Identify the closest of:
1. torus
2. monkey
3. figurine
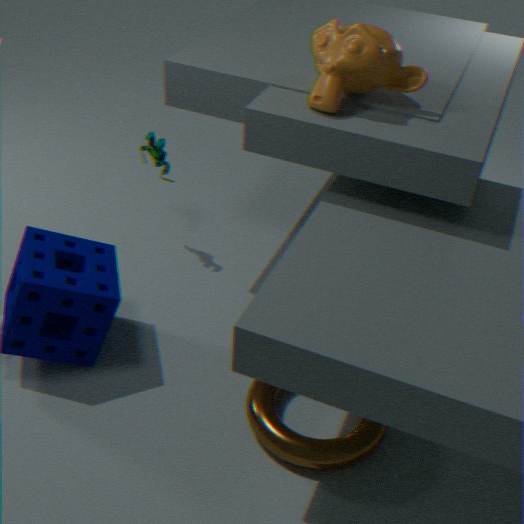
torus
